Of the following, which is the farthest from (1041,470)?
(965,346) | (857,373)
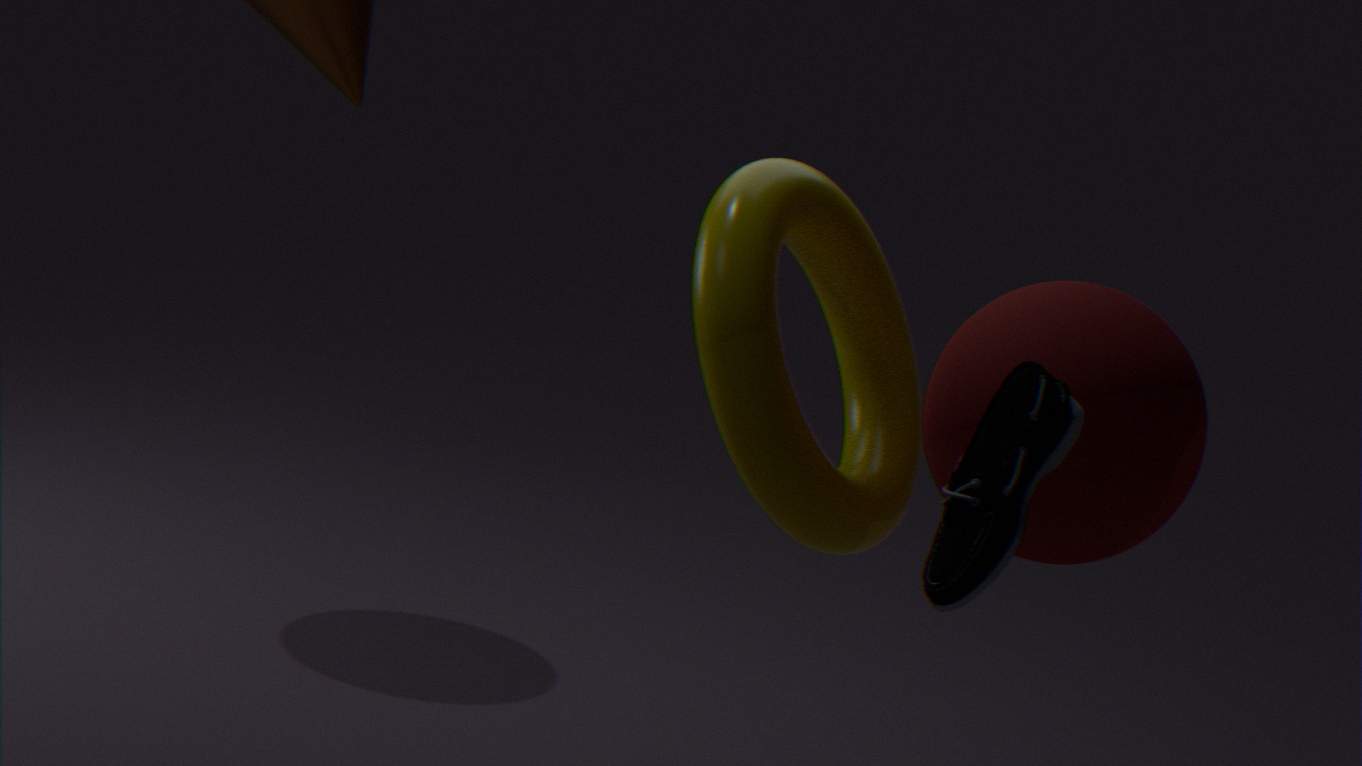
(857,373)
